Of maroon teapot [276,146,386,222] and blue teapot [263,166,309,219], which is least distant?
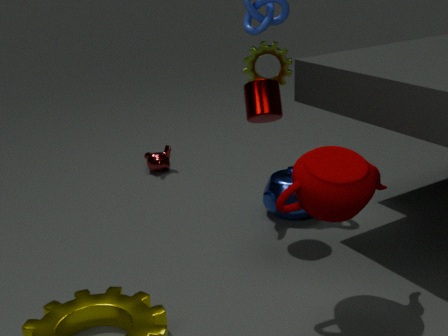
maroon teapot [276,146,386,222]
